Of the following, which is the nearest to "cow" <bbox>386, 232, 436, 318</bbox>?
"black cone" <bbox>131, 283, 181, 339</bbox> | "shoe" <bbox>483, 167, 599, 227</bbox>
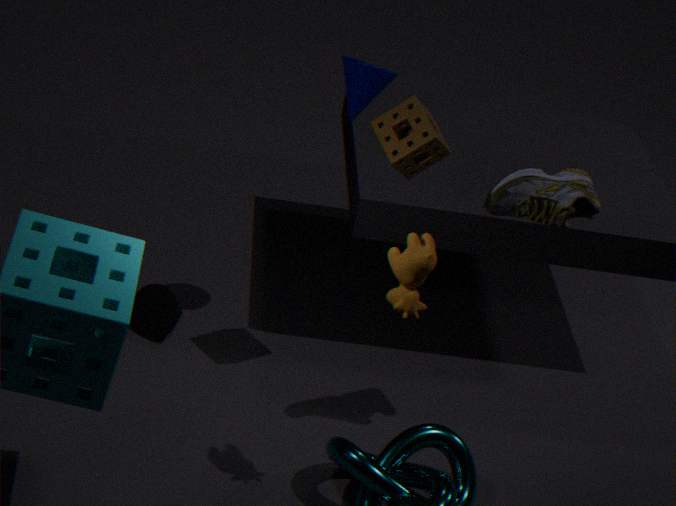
"shoe" <bbox>483, 167, 599, 227</bbox>
